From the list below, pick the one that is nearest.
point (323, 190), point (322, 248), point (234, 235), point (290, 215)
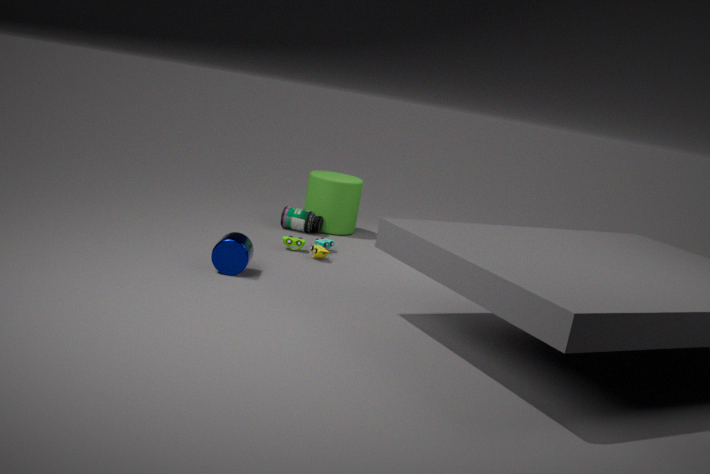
point (234, 235)
